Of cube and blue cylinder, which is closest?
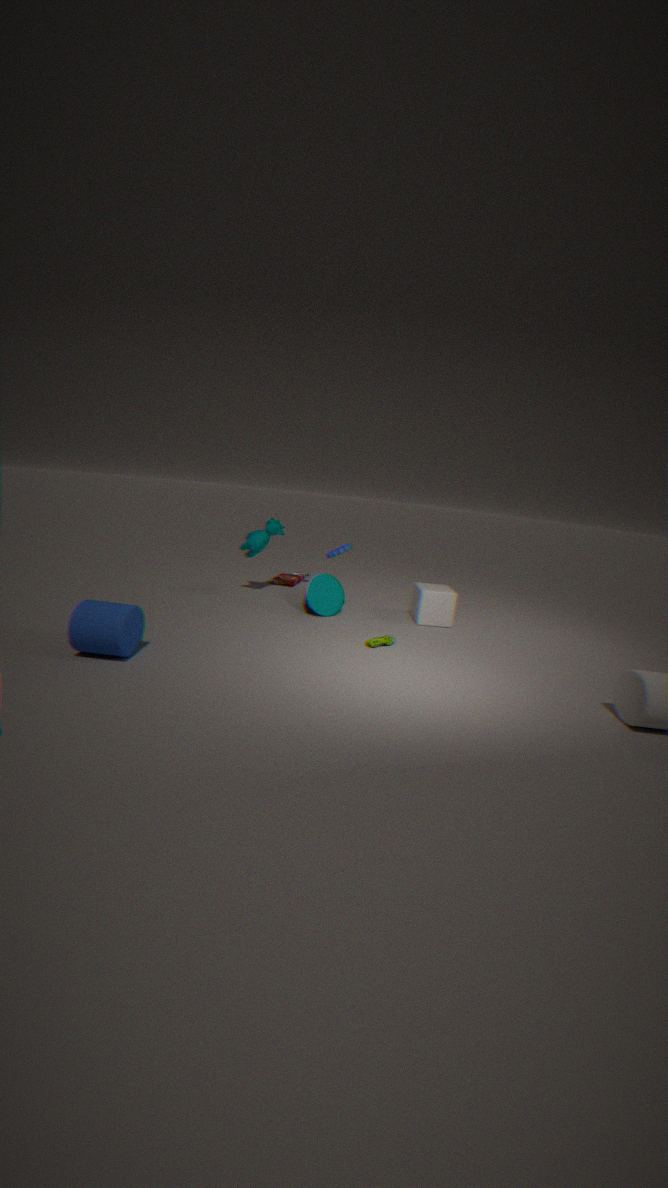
blue cylinder
